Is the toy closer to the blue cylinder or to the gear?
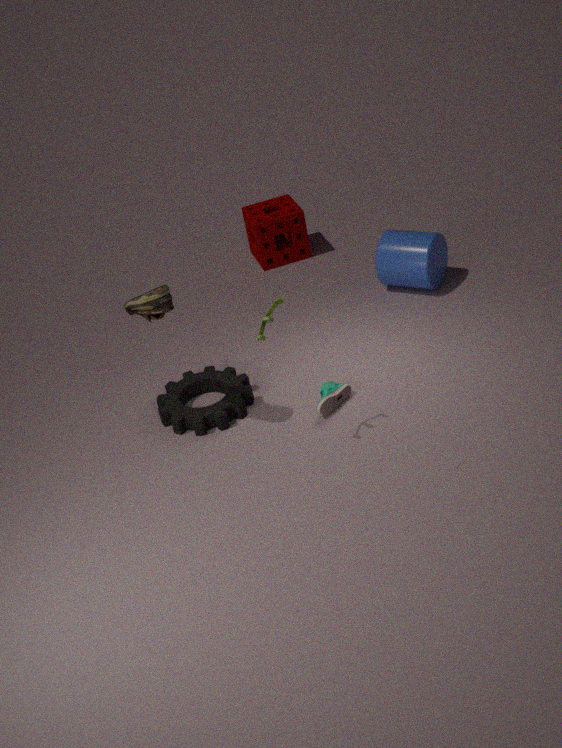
the gear
